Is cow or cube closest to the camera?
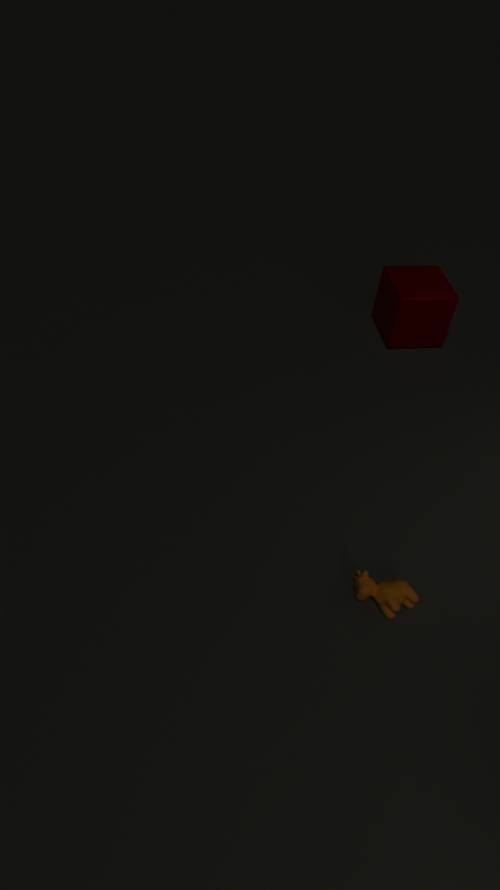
cow
